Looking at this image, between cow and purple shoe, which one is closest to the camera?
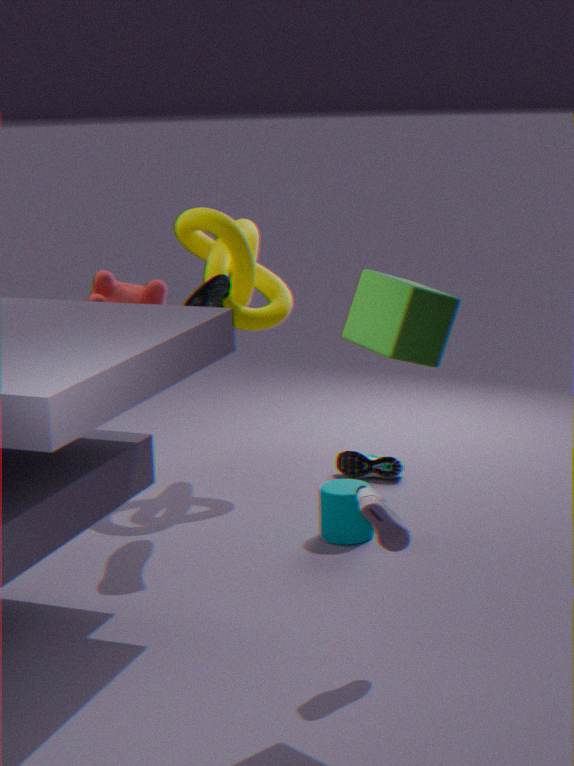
purple shoe
